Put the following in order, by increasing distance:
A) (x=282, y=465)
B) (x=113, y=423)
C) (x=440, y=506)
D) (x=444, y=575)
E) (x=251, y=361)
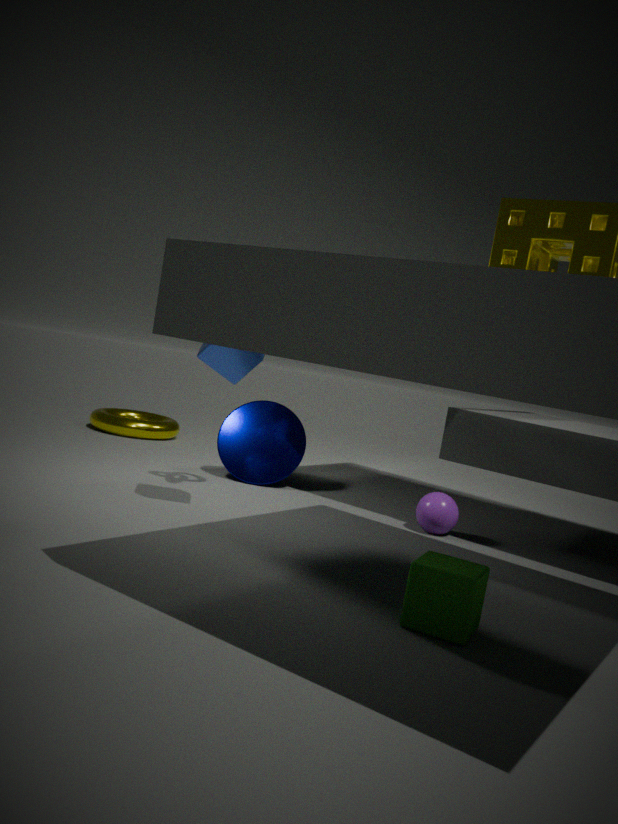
(x=444, y=575) < (x=251, y=361) < (x=440, y=506) < (x=282, y=465) < (x=113, y=423)
